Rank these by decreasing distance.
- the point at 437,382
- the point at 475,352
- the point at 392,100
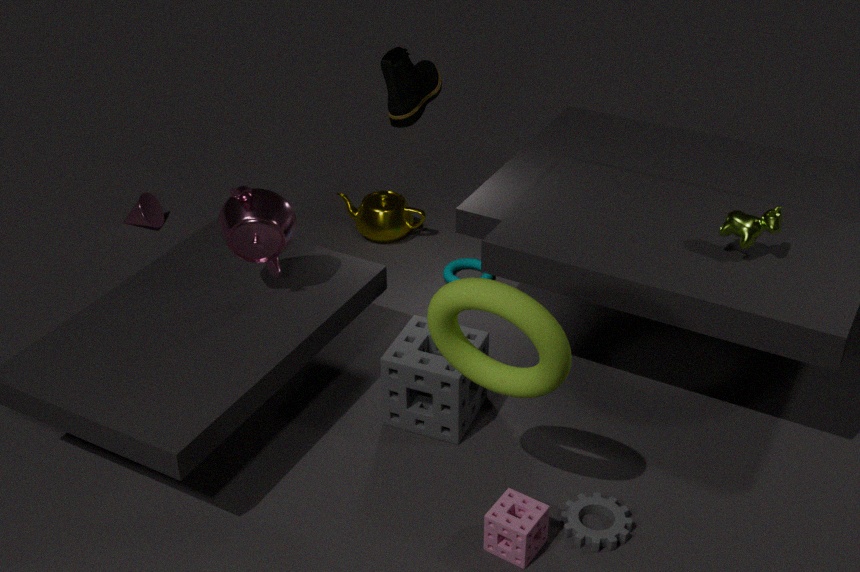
1. the point at 392,100
2. the point at 437,382
3. the point at 475,352
